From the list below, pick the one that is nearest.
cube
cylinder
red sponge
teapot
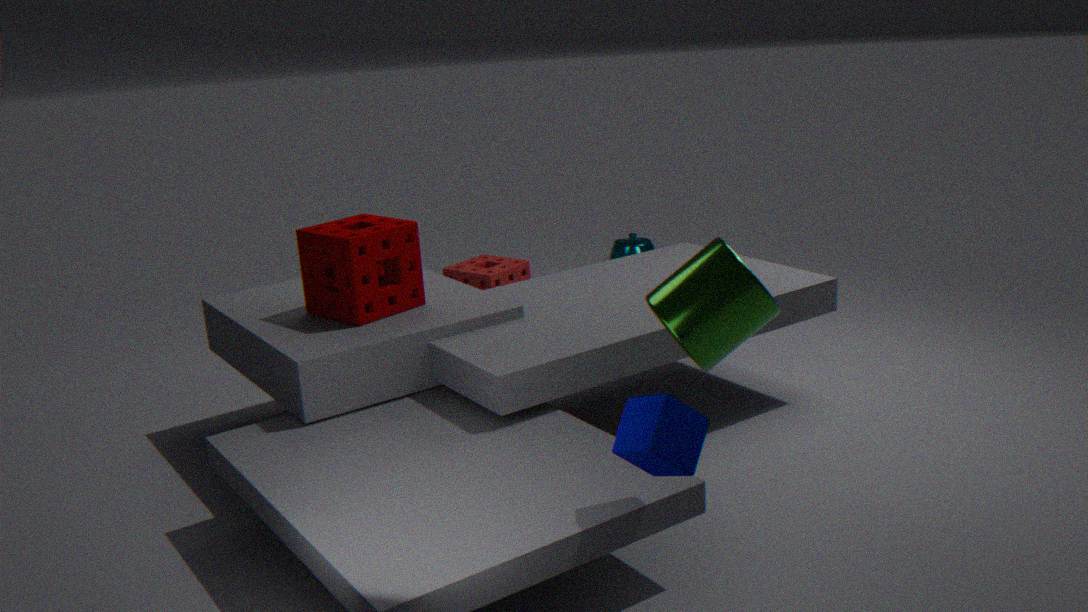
cube
